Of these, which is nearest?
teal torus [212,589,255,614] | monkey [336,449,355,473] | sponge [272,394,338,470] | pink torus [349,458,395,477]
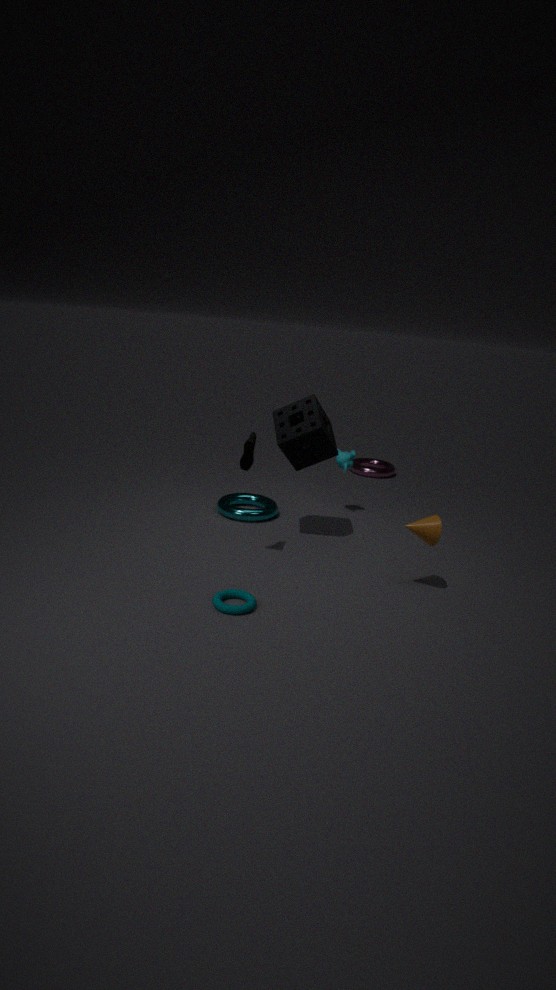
teal torus [212,589,255,614]
